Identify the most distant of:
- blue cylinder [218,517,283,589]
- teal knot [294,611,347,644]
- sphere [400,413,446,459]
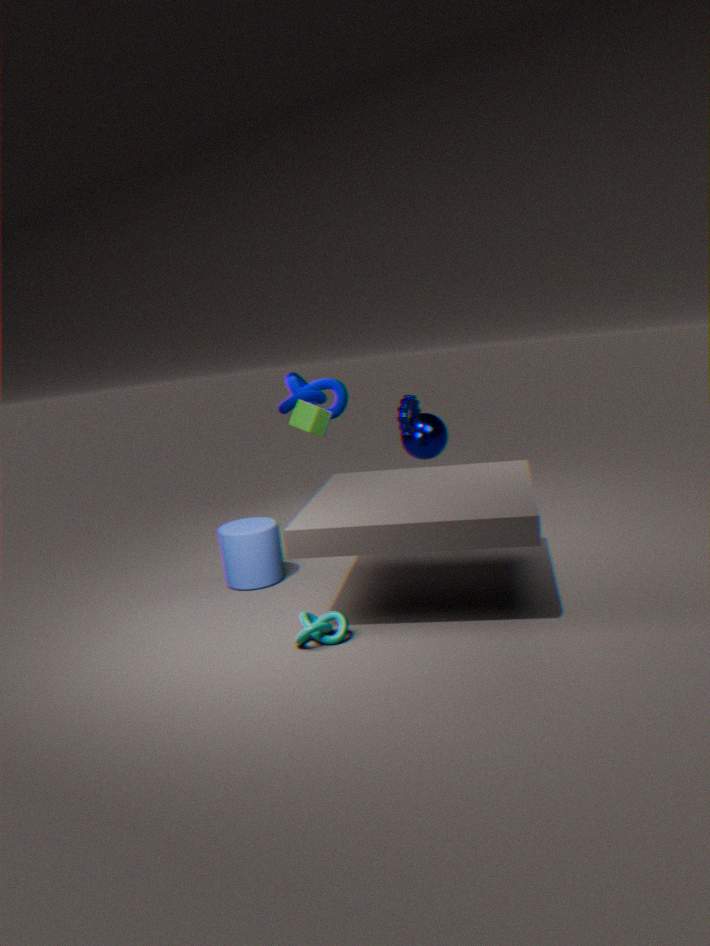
sphere [400,413,446,459]
